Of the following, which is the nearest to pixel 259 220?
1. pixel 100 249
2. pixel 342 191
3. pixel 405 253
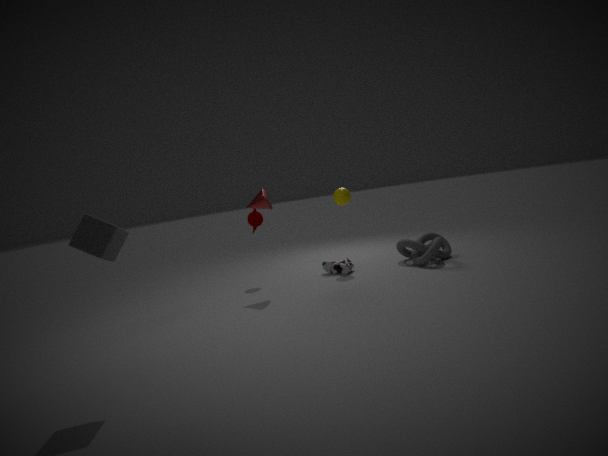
pixel 342 191
